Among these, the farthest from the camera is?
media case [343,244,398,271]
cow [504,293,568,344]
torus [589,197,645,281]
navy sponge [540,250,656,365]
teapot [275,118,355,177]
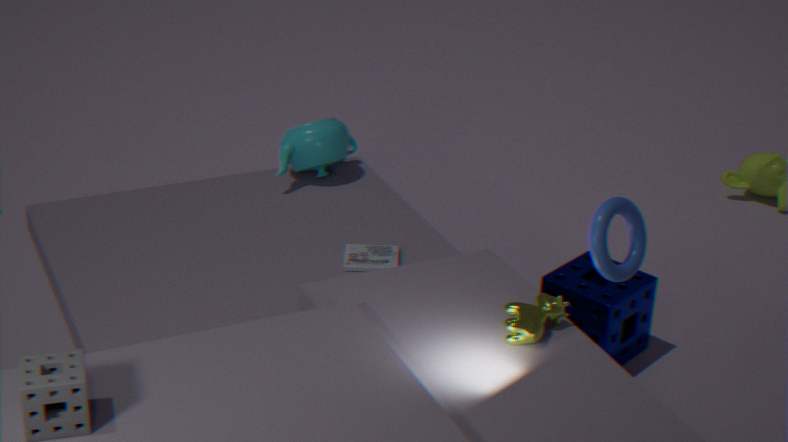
teapot [275,118,355,177]
